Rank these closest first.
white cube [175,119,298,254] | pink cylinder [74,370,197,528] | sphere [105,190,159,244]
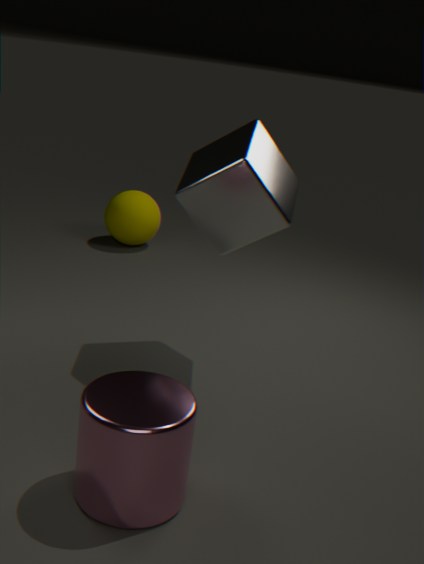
pink cylinder [74,370,197,528] < white cube [175,119,298,254] < sphere [105,190,159,244]
